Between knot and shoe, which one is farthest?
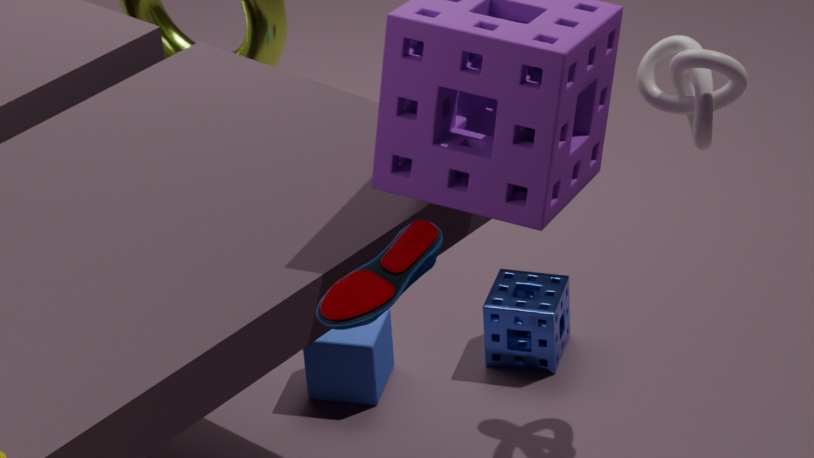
knot
